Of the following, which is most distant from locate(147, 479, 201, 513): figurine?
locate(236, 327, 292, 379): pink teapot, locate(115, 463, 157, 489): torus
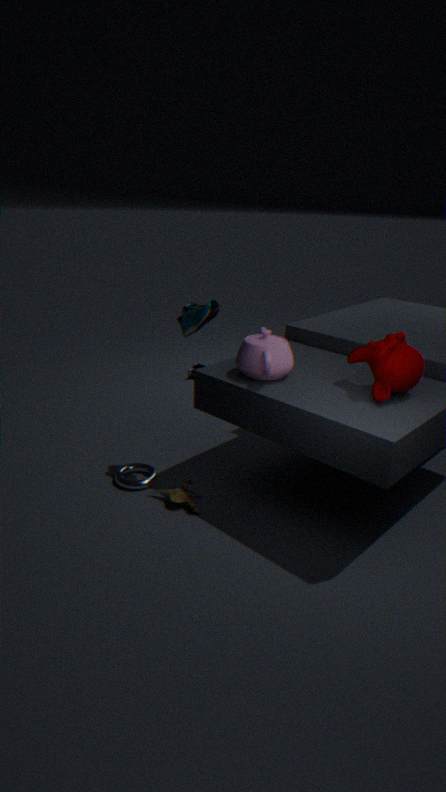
locate(236, 327, 292, 379): pink teapot
